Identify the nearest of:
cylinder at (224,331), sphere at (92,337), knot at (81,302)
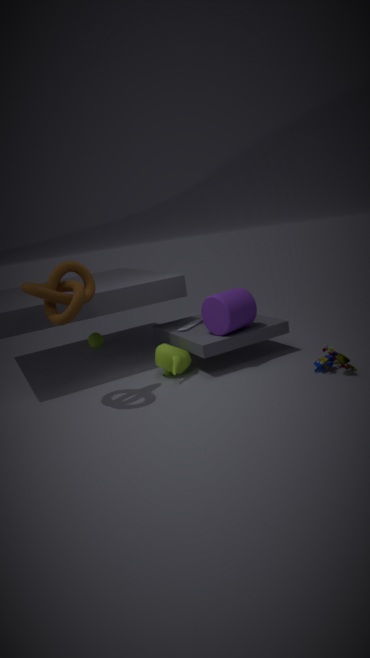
knot at (81,302)
